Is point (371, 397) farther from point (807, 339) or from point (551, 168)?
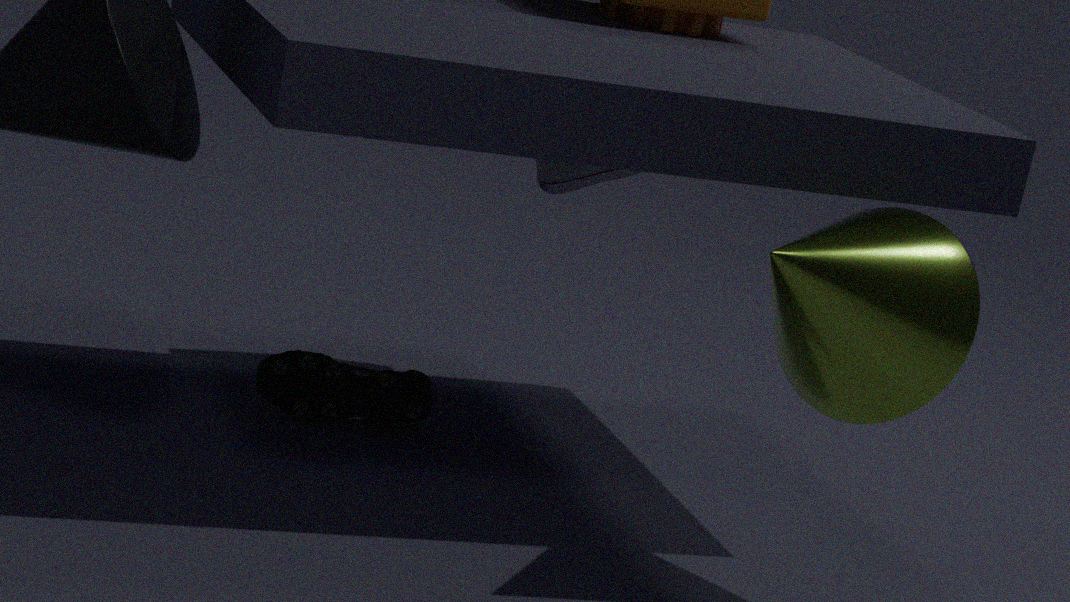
point (807, 339)
